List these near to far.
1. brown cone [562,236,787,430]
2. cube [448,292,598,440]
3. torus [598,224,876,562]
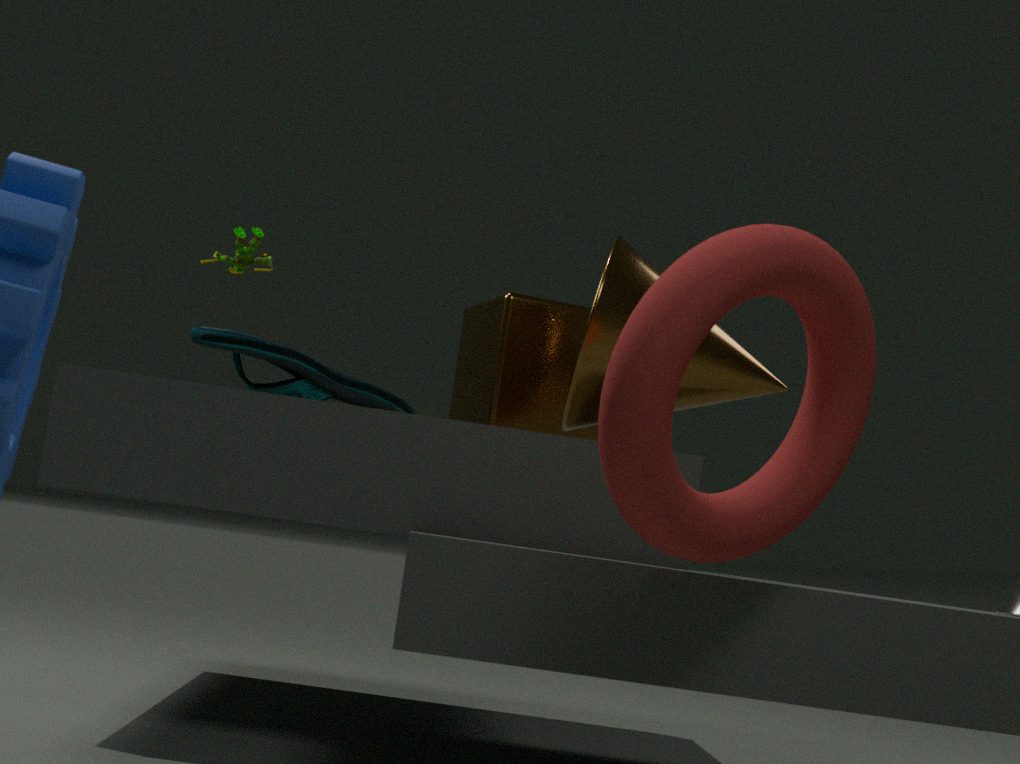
torus [598,224,876,562]
brown cone [562,236,787,430]
cube [448,292,598,440]
